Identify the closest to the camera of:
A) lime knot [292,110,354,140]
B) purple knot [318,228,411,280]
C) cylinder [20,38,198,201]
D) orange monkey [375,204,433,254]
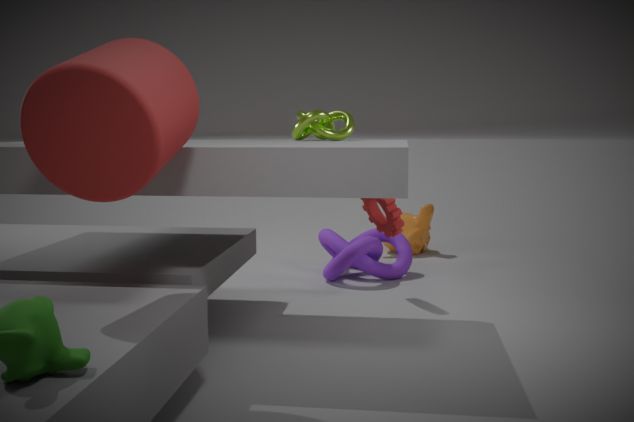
cylinder [20,38,198,201]
